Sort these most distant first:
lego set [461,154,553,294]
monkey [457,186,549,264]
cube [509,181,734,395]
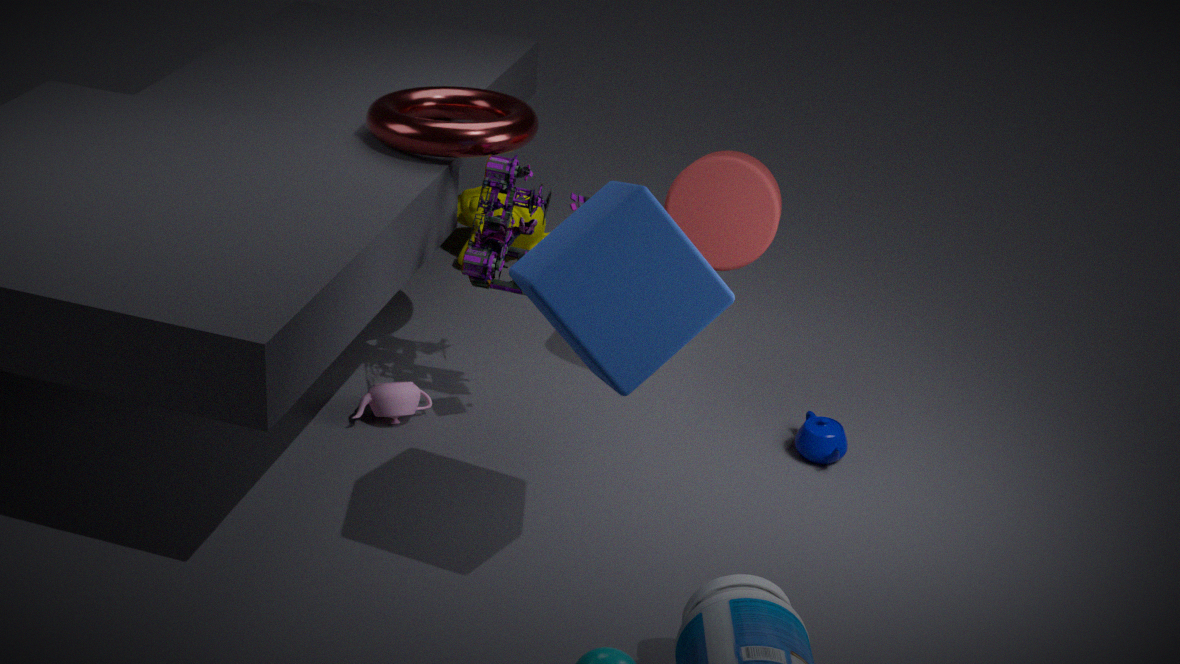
1. monkey [457,186,549,264]
2. lego set [461,154,553,294]
3. cube [509,181,734,395]
